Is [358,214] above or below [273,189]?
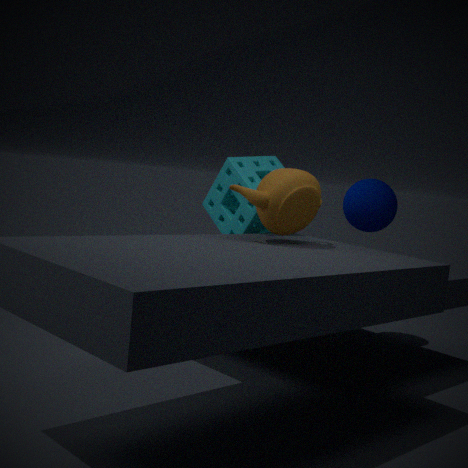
below
